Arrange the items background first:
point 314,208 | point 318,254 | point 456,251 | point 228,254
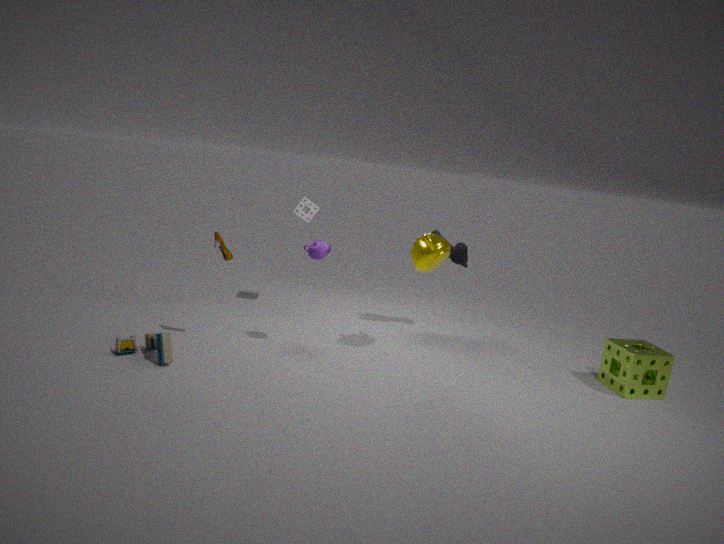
1. point 314,208
2. point 456,251
3. point 318,254
4. point 228,254
